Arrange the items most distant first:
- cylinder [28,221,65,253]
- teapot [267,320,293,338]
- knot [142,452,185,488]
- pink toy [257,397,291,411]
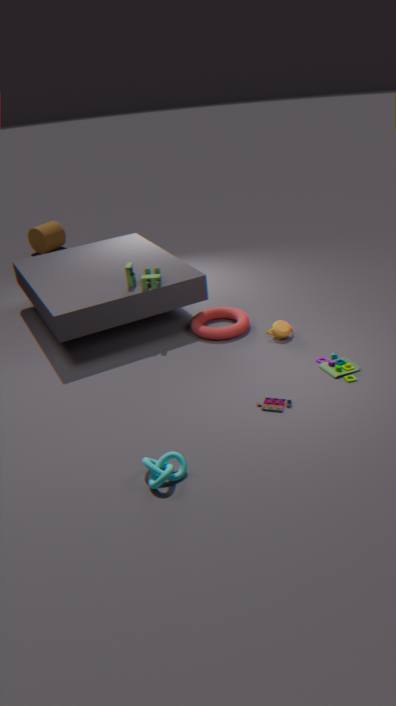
cylinder [28,221,65,253], teapot [267,320,293,338], pink toy [257,397,291,411], knot [142,452,185,488]
